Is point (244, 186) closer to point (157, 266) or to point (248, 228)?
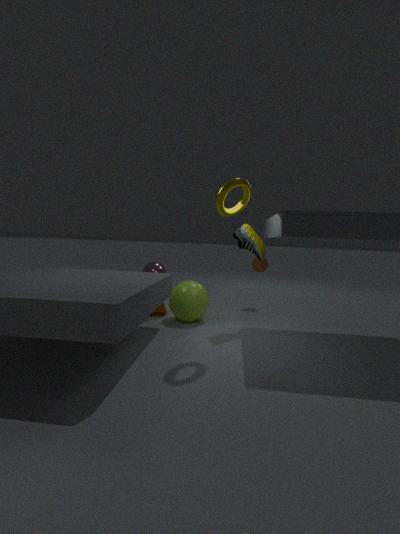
point (248, 228)
